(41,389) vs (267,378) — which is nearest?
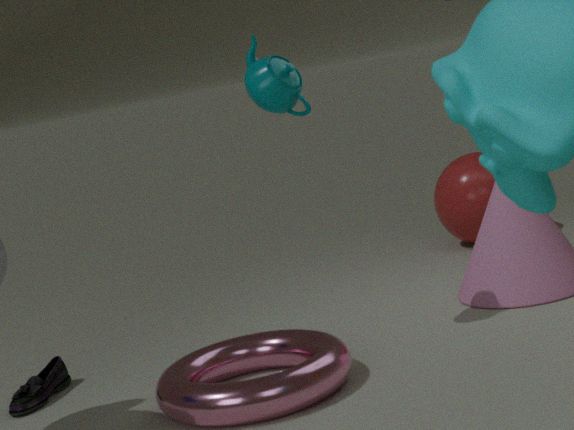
(267,378)
